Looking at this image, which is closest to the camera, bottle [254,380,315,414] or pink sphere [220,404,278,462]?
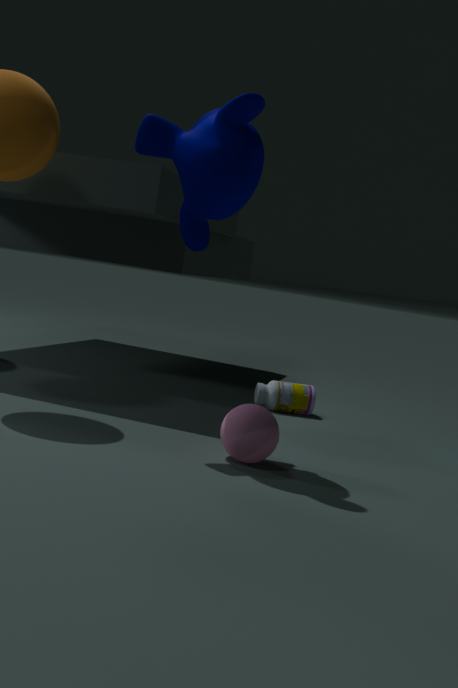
pink sphere [220,404,278,462]
